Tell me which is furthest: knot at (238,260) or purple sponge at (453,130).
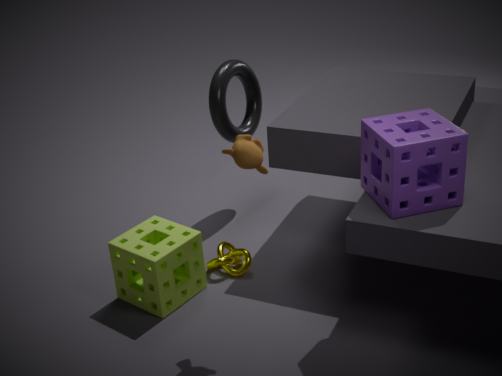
knot at (238,260)
